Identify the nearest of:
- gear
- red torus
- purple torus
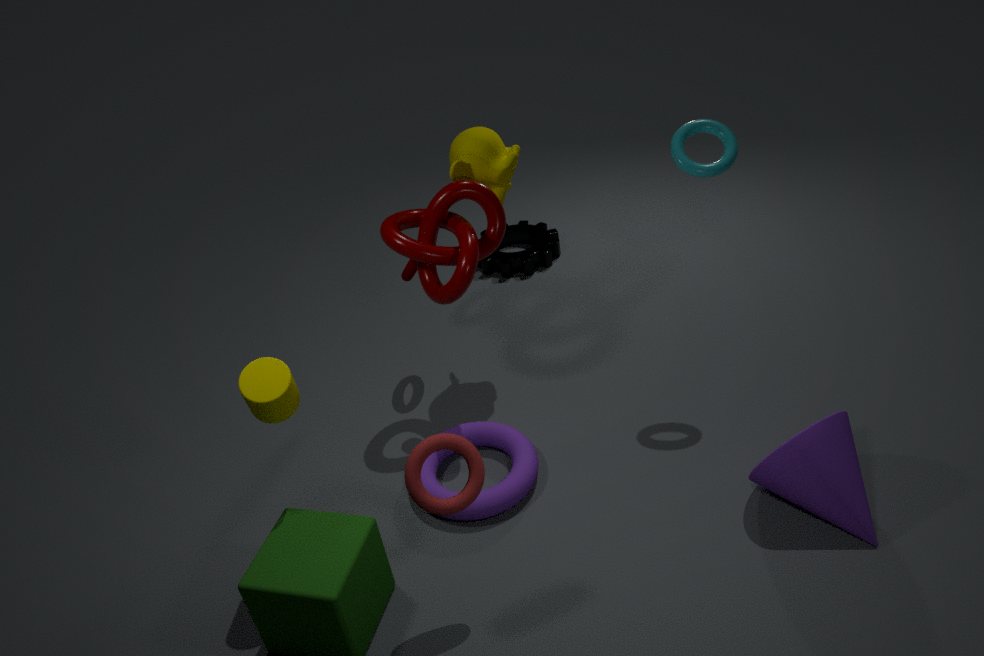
red torus
